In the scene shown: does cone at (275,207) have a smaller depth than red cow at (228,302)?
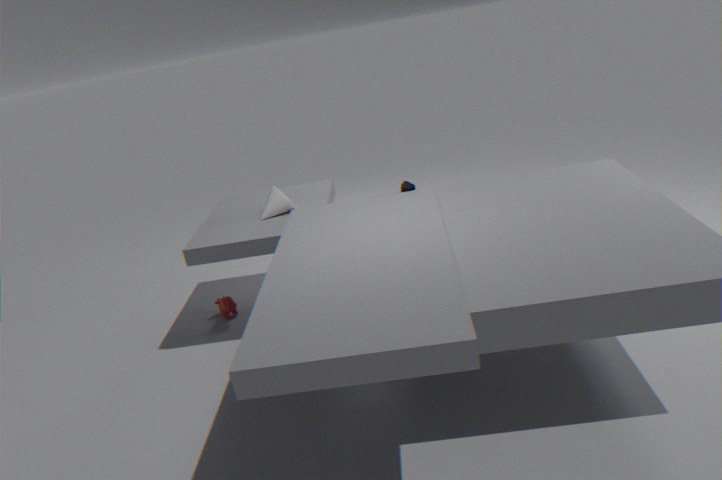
Yes
